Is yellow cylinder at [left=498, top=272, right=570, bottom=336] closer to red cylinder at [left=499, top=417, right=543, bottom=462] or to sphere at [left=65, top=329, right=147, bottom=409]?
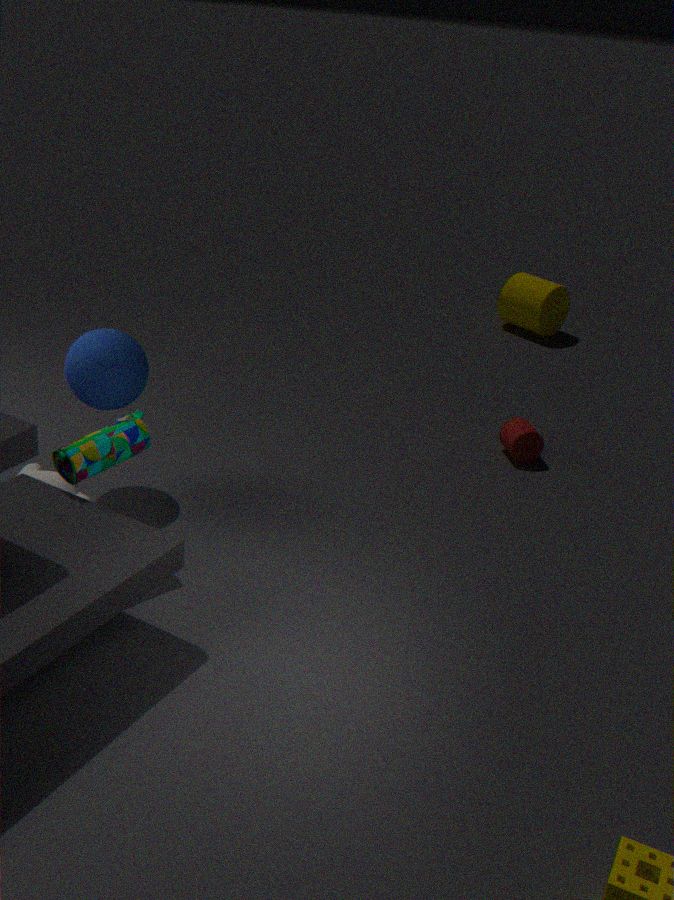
red cylinder at [left=499, top=417, right=543, bottom=462]
